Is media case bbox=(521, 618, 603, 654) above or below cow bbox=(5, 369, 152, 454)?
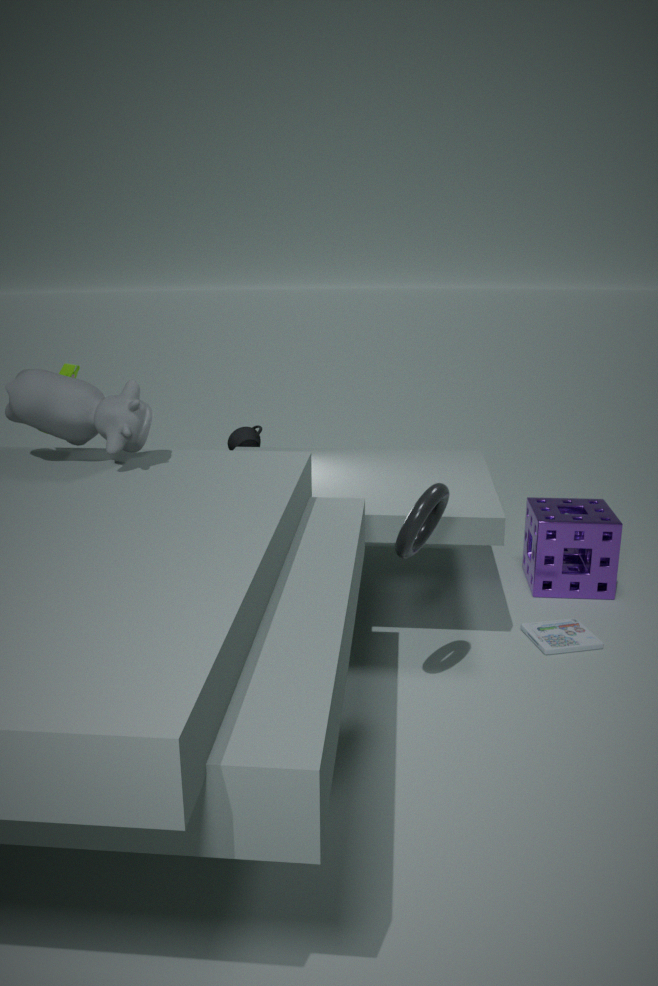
below
